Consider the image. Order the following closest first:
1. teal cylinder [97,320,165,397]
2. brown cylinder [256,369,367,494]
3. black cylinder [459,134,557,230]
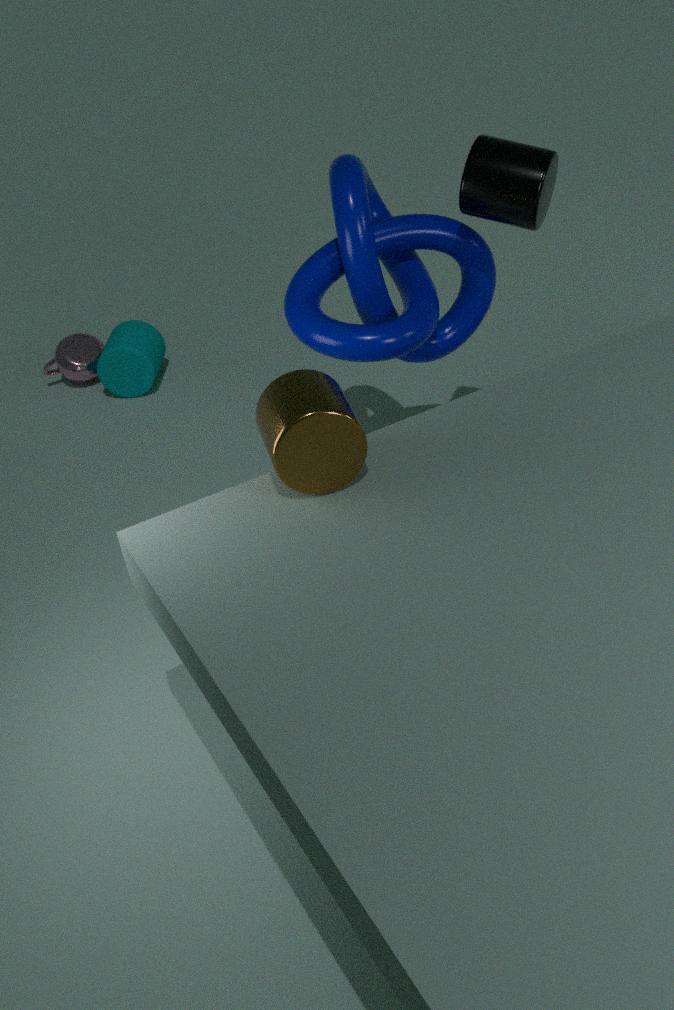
brown cylinder [256,369,367,494], black cylinder [459,134,557,230], teal cylinder [97,320,165,397]
